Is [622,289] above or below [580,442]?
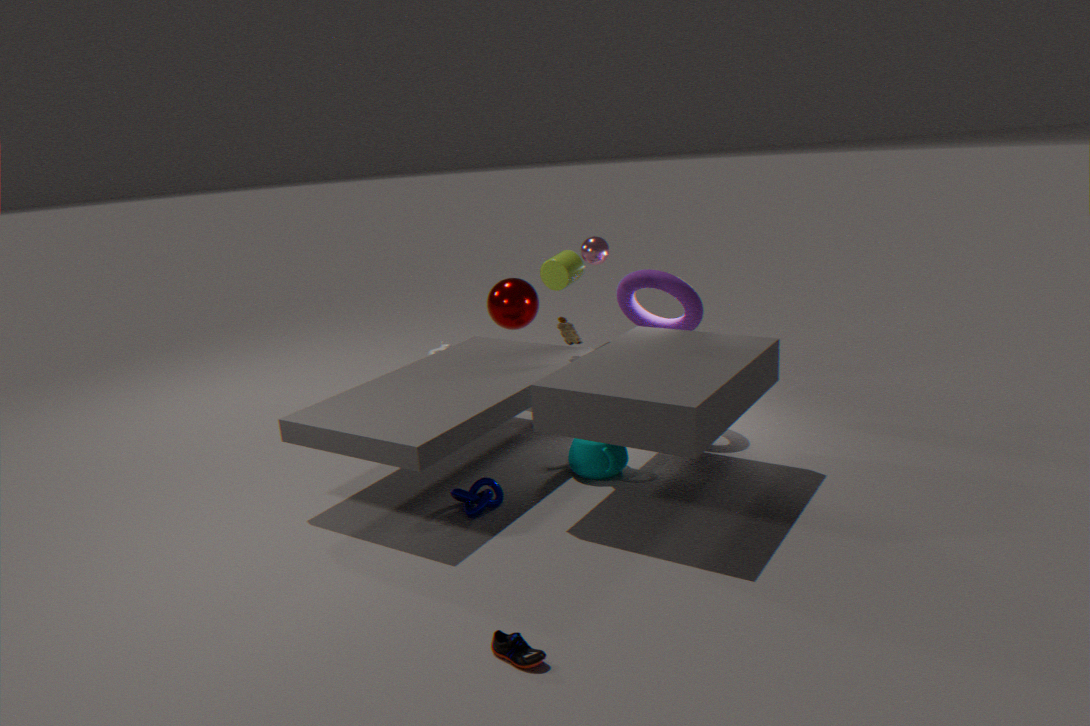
above
